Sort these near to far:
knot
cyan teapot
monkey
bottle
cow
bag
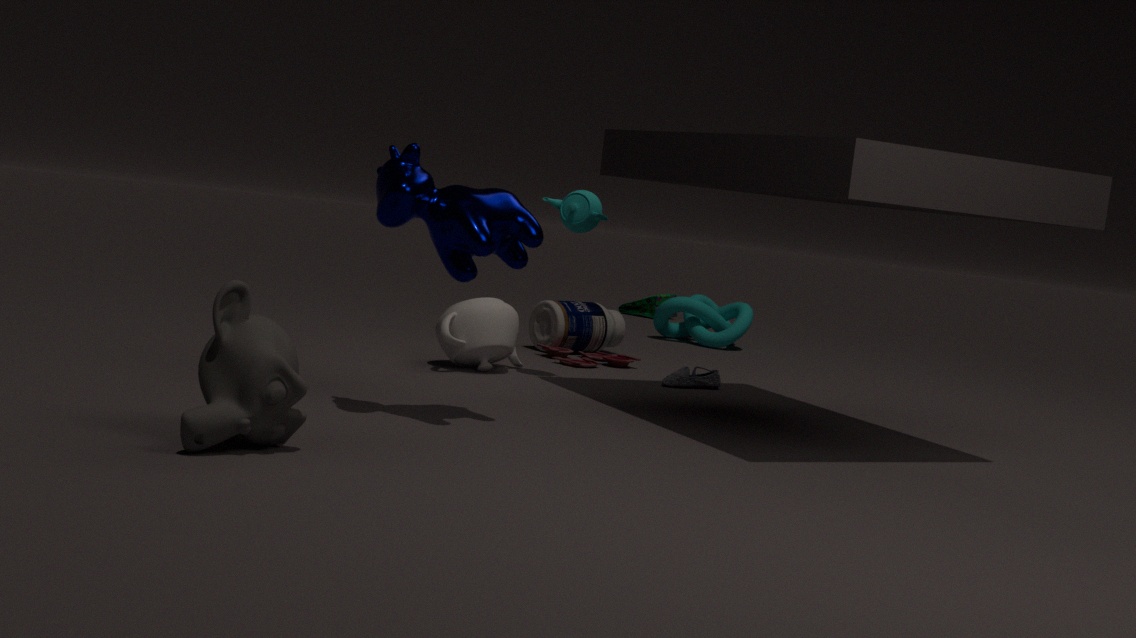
1. monkey
2. cow
3. cyan teapot
4. bottle
5. knot
6. bag
